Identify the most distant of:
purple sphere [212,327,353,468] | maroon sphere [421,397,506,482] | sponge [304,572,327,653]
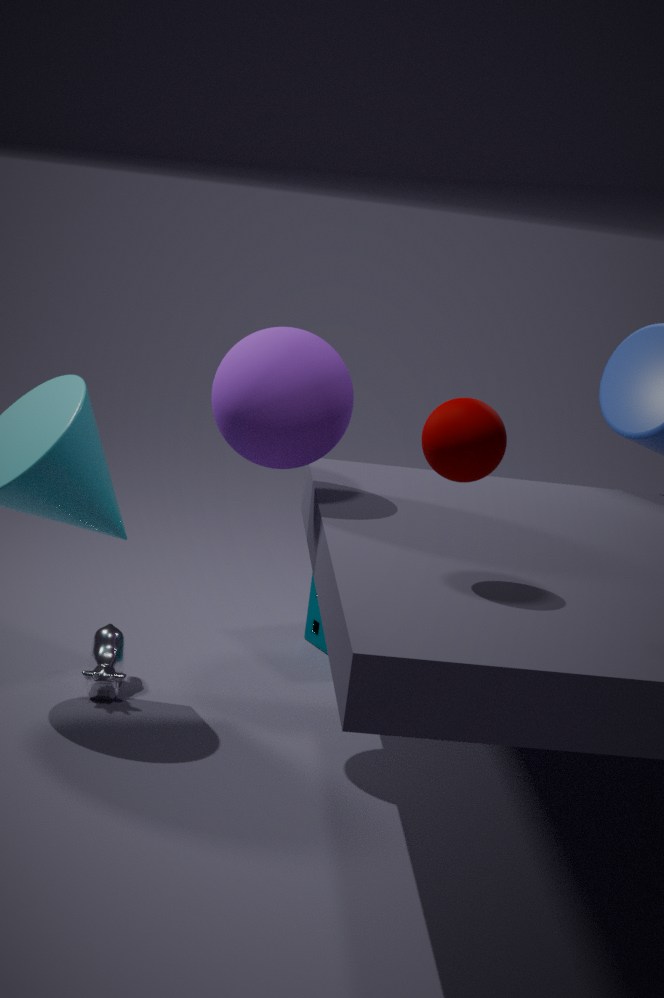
sponge [304,572,327,653]
